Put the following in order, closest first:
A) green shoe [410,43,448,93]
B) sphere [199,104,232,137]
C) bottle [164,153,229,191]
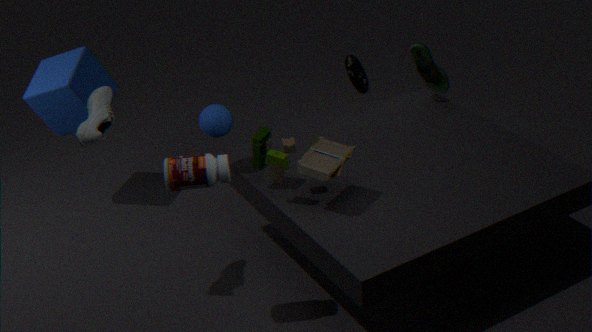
bottle [164,153,229,191]
sphere [199,104,232,137]
green shoe [410,43,448,93]
